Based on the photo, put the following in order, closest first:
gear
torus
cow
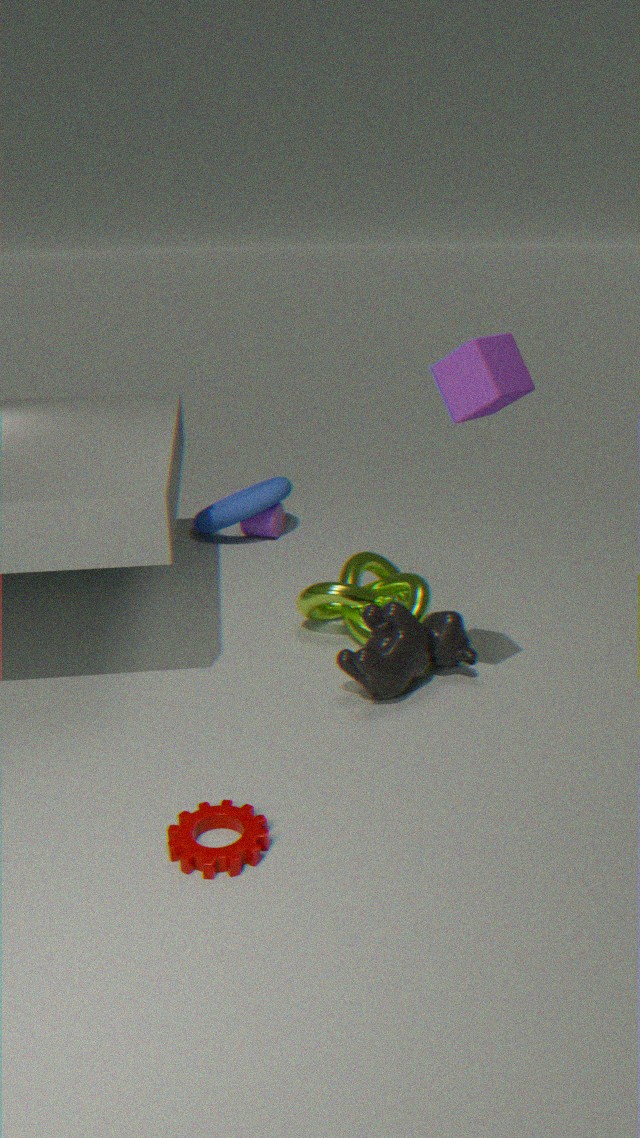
gear
cow
torus
